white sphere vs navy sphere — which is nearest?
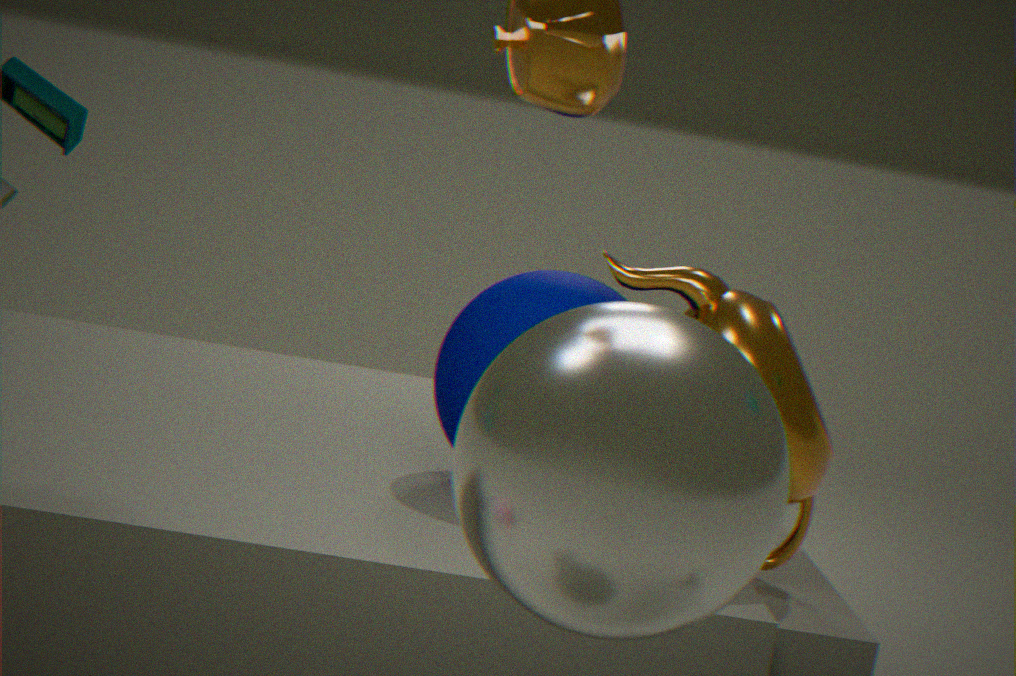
white sphere
